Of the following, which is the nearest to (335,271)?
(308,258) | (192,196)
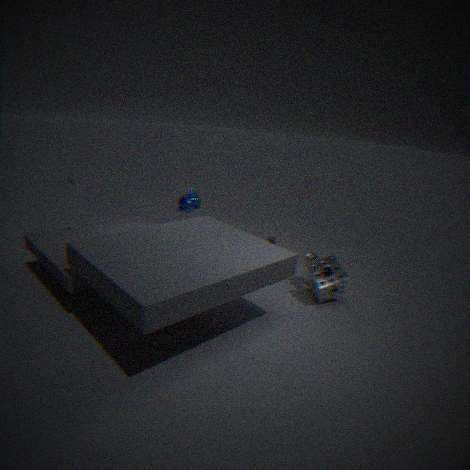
(308,258)
